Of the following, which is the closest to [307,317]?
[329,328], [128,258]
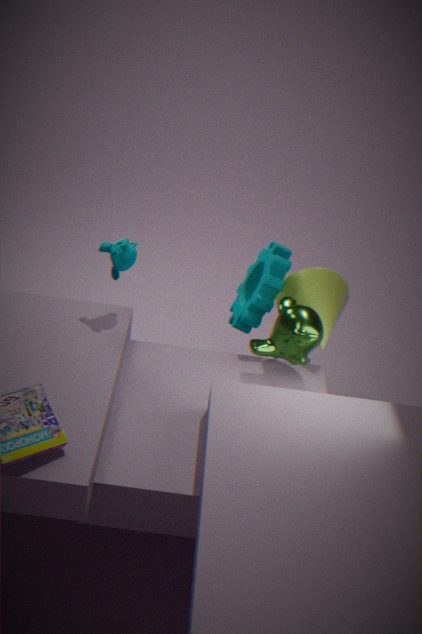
[329,328]
